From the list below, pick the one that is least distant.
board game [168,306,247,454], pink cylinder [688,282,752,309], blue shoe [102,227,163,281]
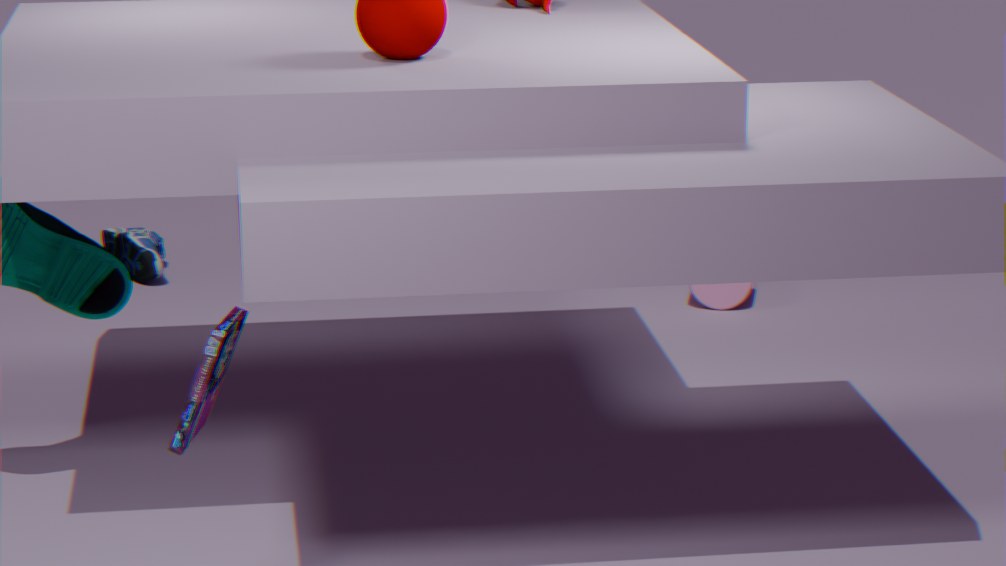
board game [168,306,247,454]
